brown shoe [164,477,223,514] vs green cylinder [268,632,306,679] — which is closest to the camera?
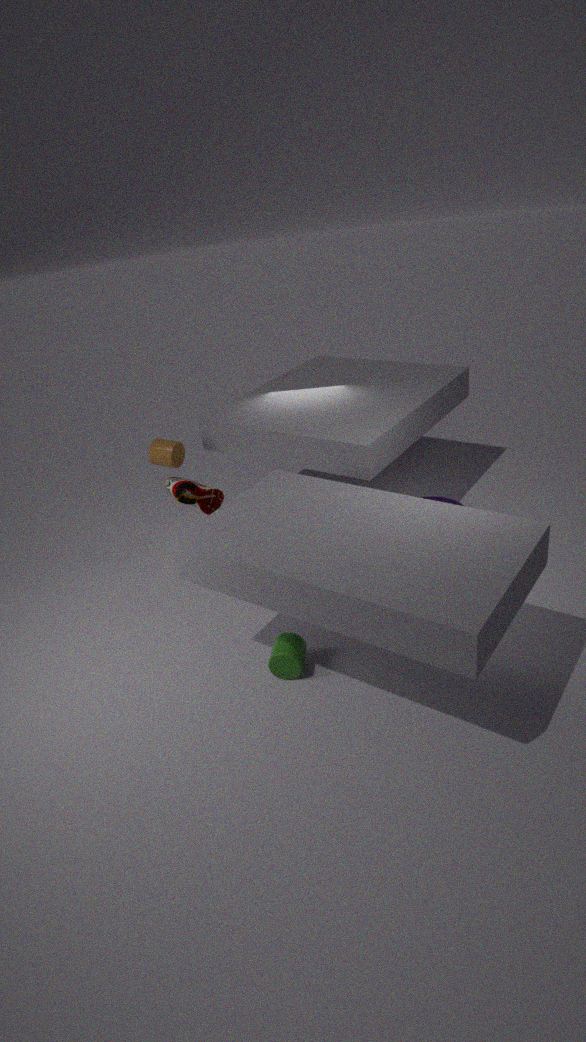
green cylinder [268,632,306,679]
